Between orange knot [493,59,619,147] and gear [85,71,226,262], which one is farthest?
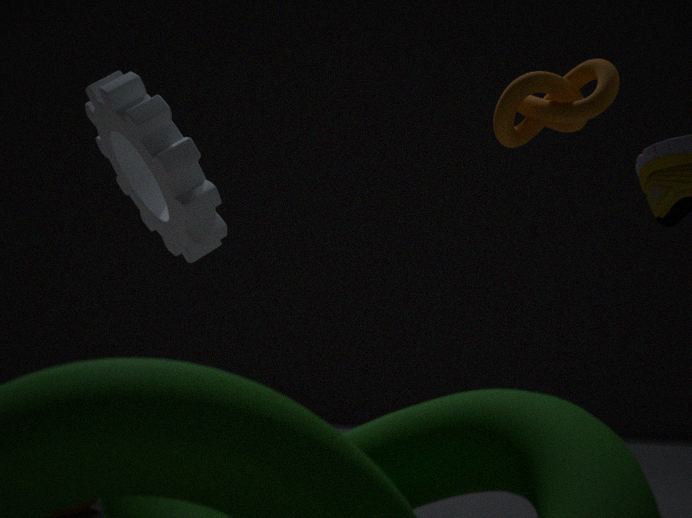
gear [85,71,226,262]
